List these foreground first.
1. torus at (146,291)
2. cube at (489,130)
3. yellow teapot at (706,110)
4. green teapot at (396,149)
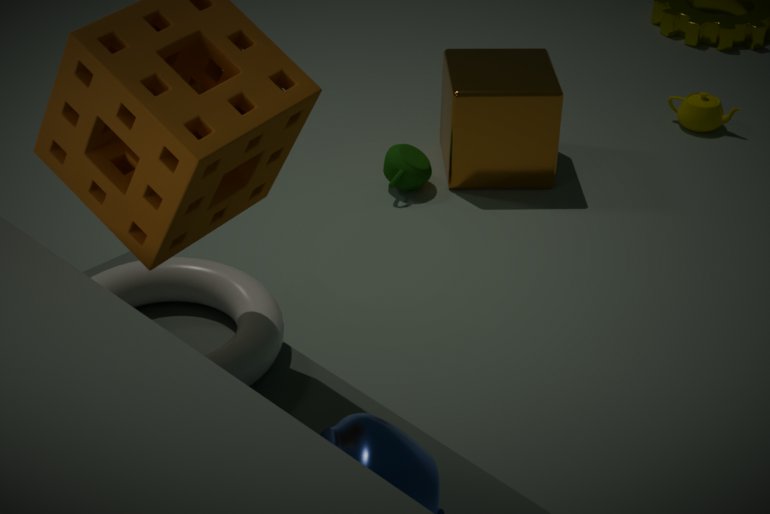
torus at (146,291)
cube at (489,130)
green teapot at (396,149)
yellow teapot at (706,110)
